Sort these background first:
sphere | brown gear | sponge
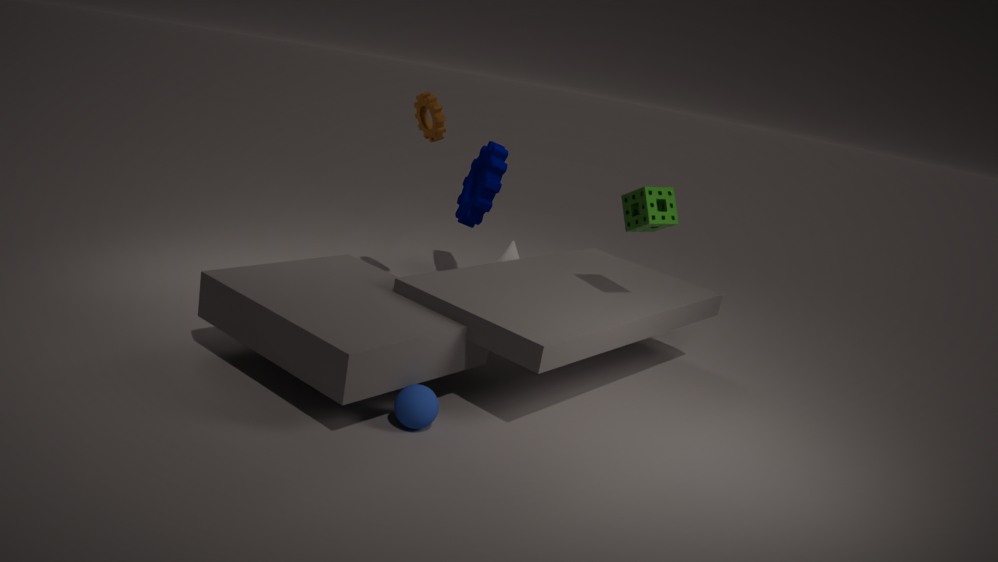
brown gear, sponge, sphere
